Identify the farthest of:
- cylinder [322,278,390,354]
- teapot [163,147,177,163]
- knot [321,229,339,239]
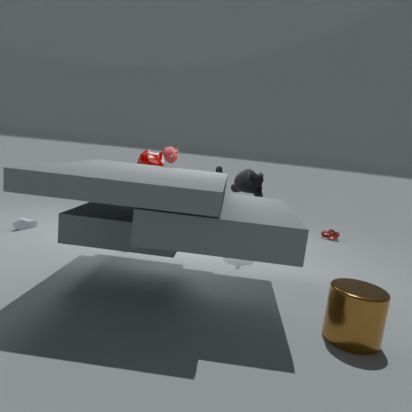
knot [321,229,339,239]
